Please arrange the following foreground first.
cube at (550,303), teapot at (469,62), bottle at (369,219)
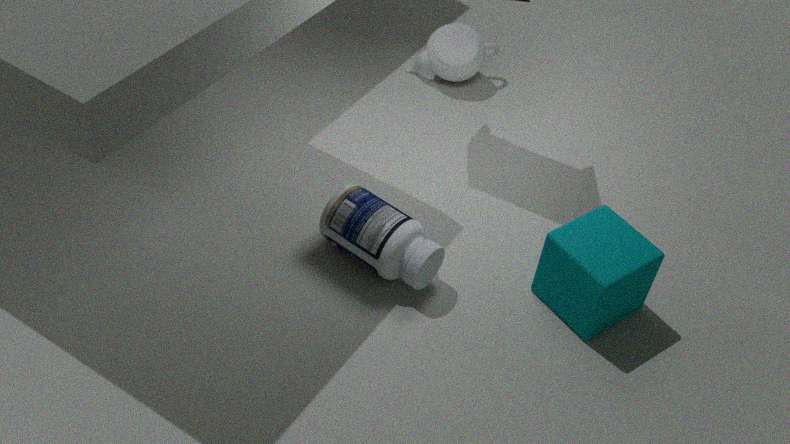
1. cube at (550,303)
2. bottle at (369,219)
3. teapot at (469,62)
